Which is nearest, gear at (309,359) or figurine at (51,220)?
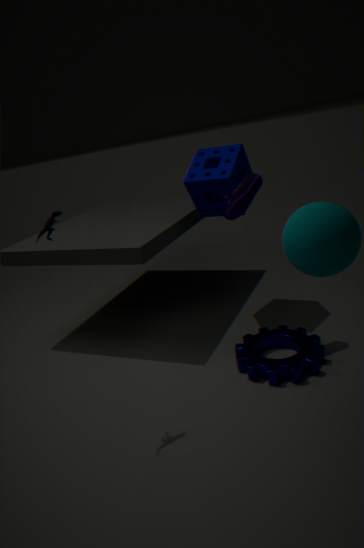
figurine at (51,220)
